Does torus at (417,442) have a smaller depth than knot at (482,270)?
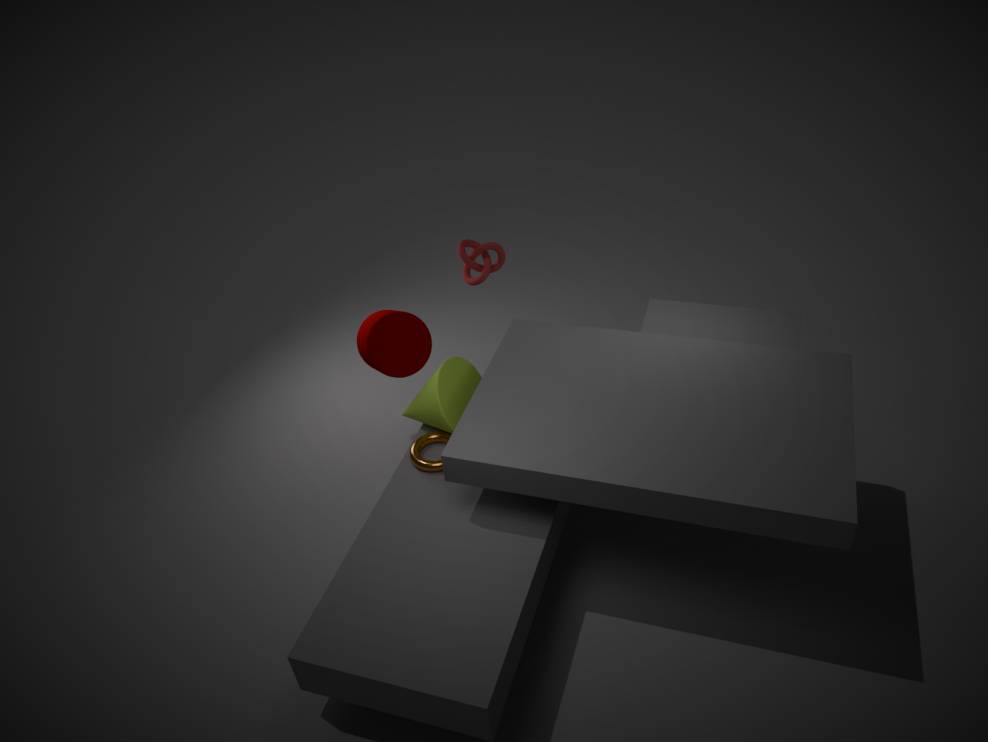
Yes
